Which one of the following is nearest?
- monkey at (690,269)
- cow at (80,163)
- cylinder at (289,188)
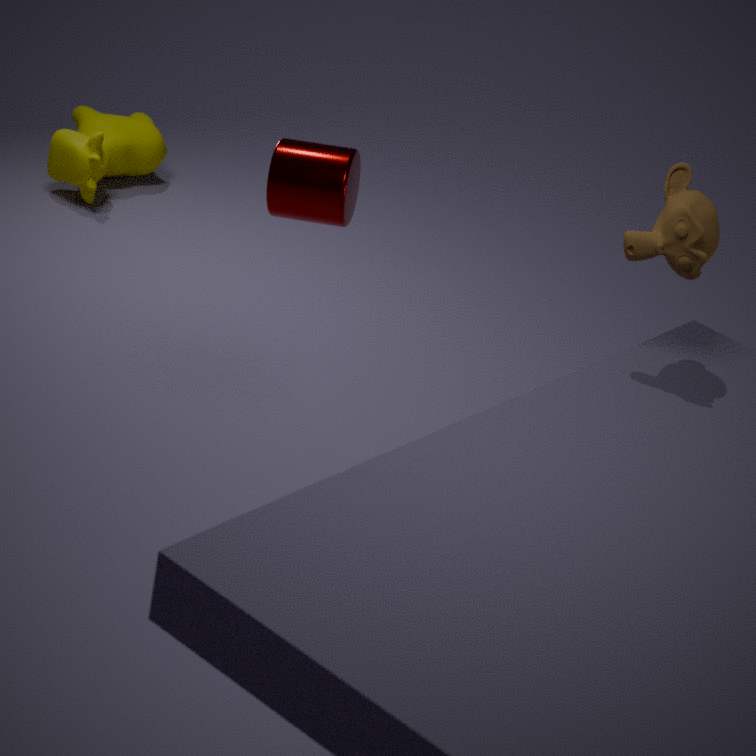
monkey at (690,269)
